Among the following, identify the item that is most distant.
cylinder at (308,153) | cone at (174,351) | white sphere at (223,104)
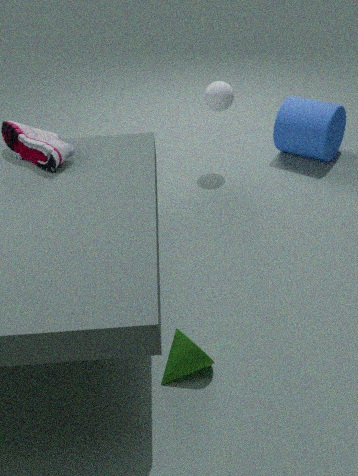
cylinder at (308,153)
